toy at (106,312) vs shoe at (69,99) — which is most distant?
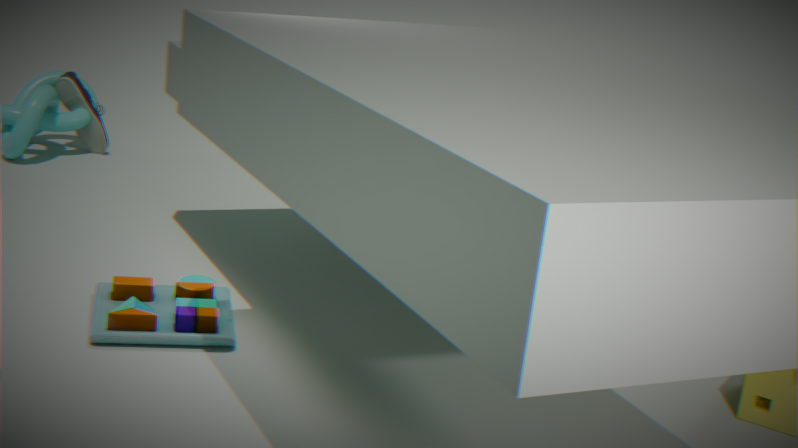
shoe at (69,99)
